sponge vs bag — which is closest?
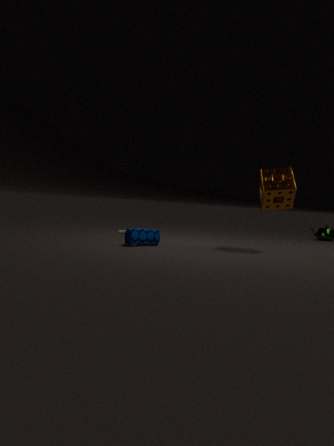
bag
